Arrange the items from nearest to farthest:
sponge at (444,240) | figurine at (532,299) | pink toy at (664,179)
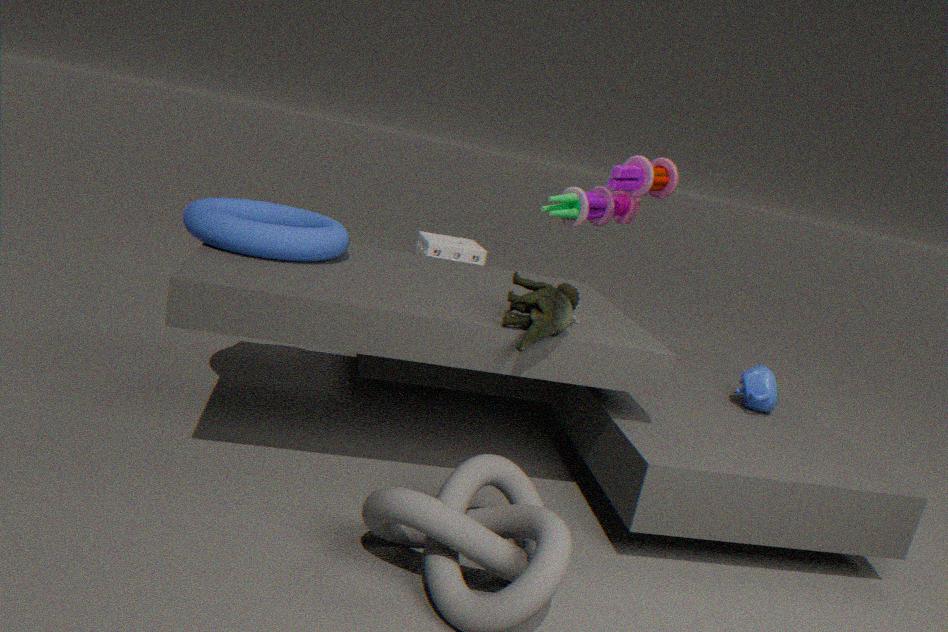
figurine at (532,299)
pink toy at (664,179)
sponge at (444,240)
